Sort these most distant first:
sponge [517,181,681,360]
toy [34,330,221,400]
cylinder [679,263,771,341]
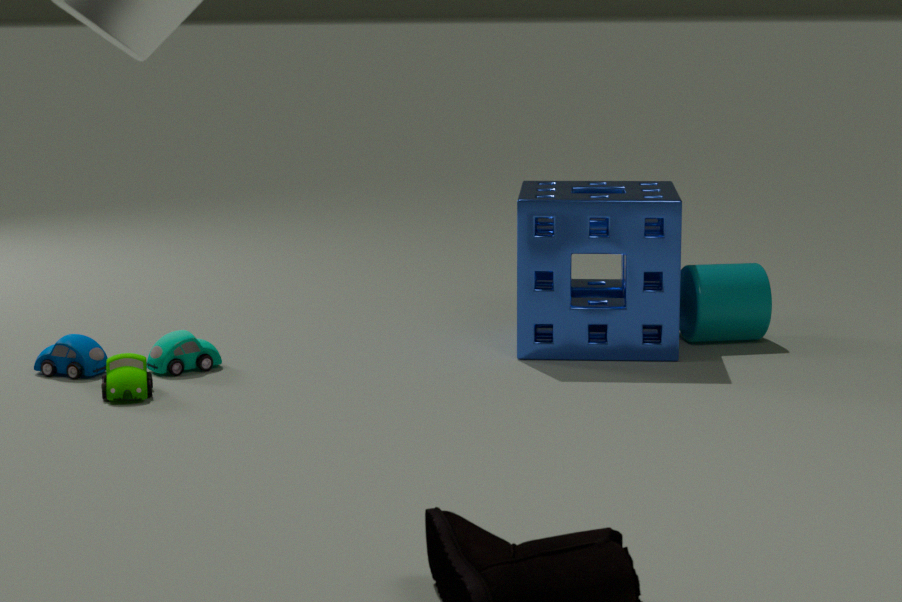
1. cylinder [679,263,771,341]
2. sponge [517,181,681,360]
3. toy [34,330,221,400]
